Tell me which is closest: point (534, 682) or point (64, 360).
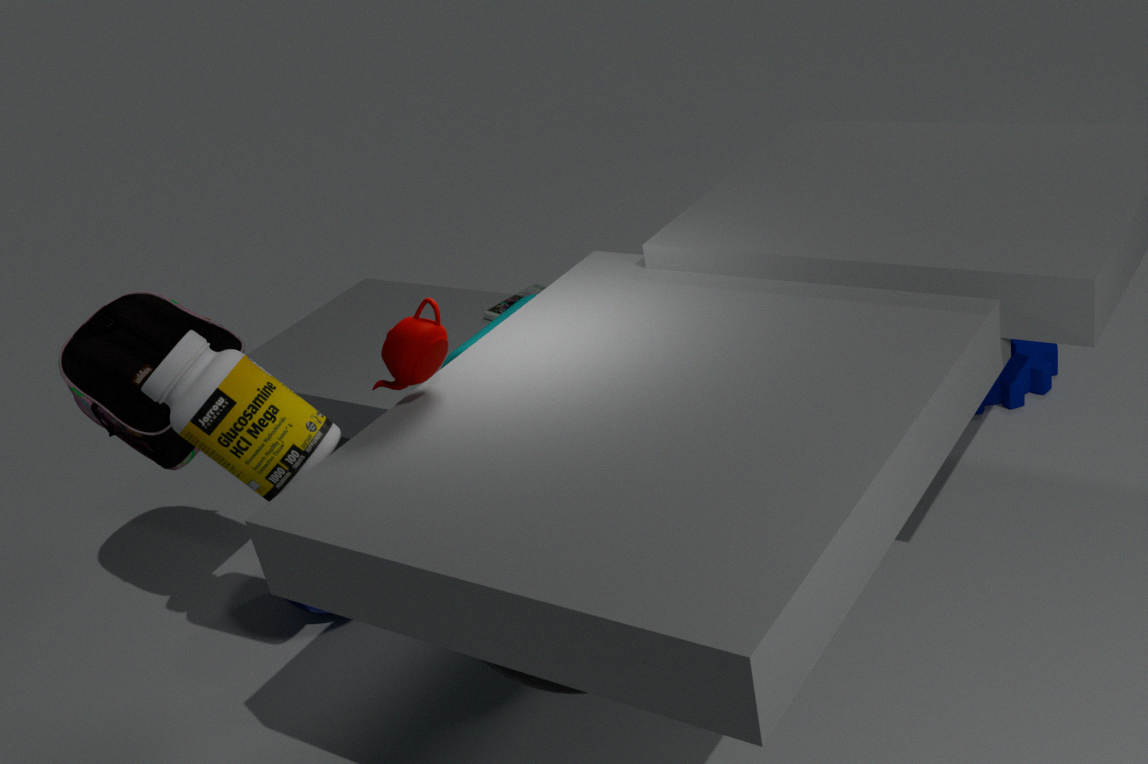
point (534, 682)
